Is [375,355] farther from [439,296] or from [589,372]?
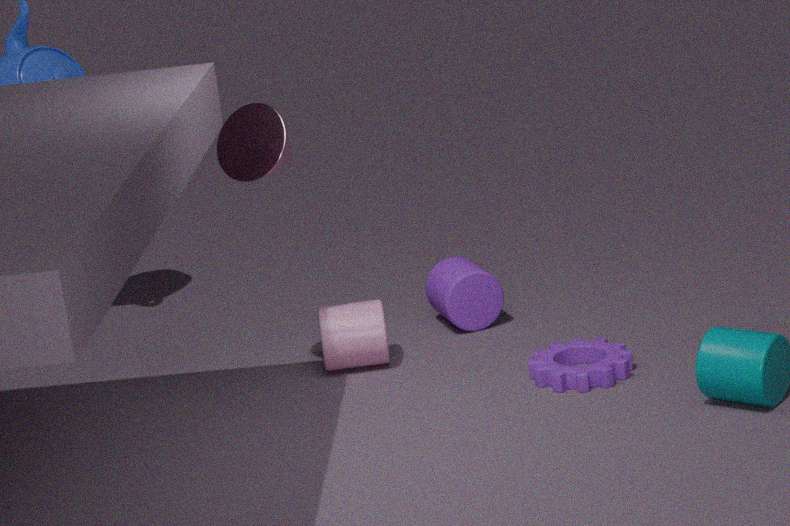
[589,372]
